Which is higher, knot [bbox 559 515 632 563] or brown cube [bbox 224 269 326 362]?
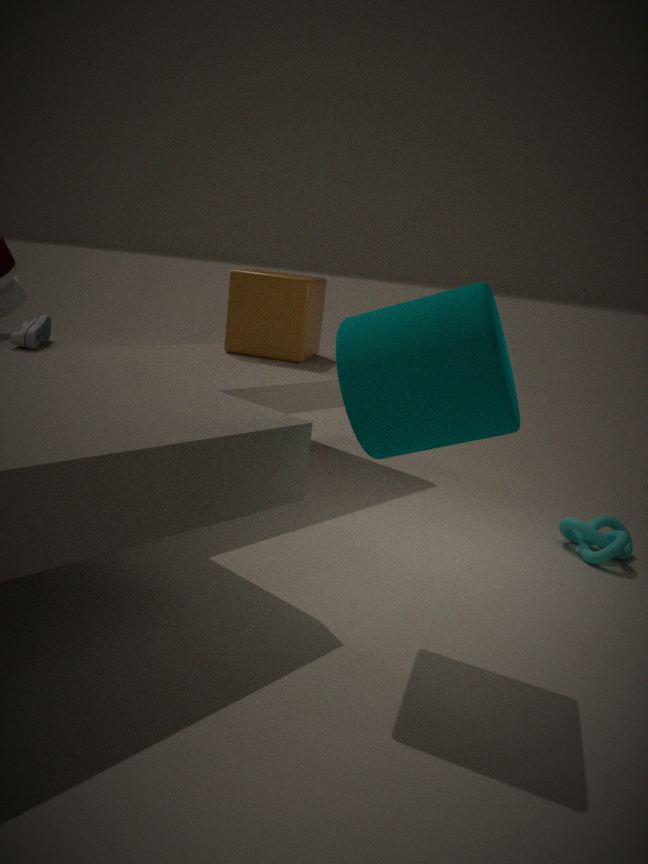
brown cube [bbox 224 269 326 362]
